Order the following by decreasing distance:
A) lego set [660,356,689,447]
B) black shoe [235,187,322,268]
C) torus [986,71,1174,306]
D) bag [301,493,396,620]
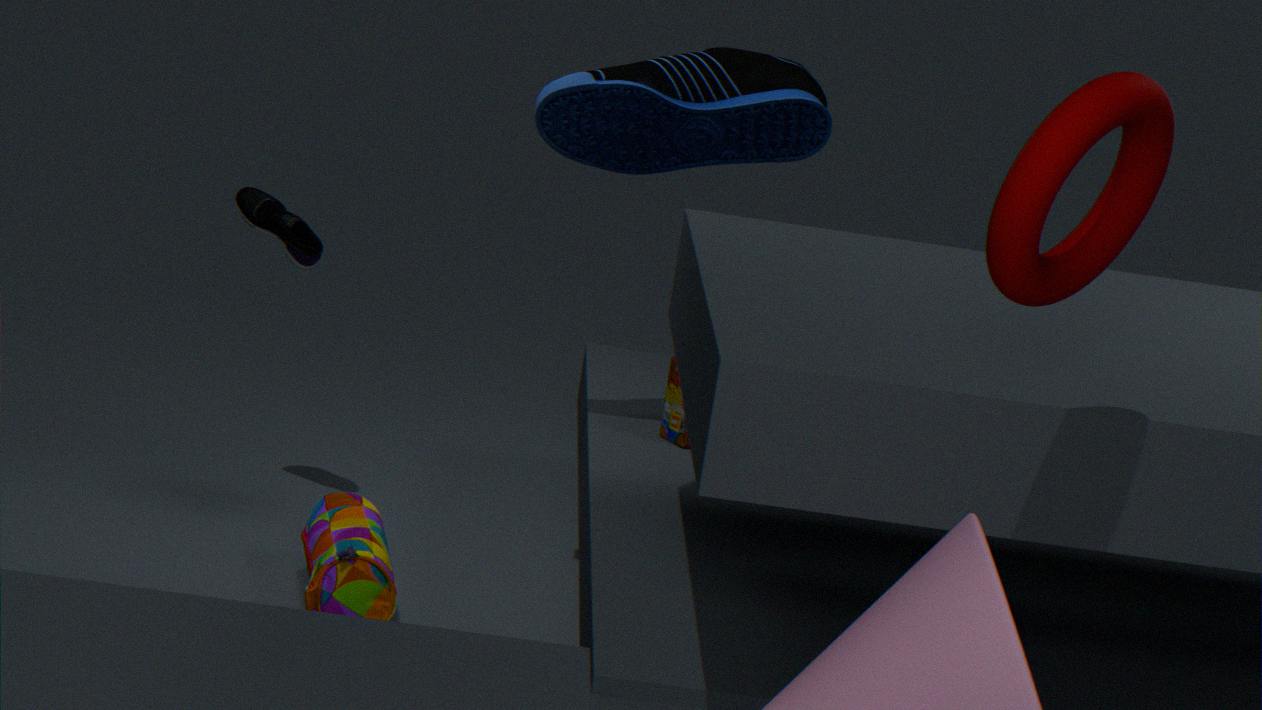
→ black shoe [235,187,322,268] → lego set [660,356,689,447] → bag [301,493,396,620] → torus [986,71,1174,306]
